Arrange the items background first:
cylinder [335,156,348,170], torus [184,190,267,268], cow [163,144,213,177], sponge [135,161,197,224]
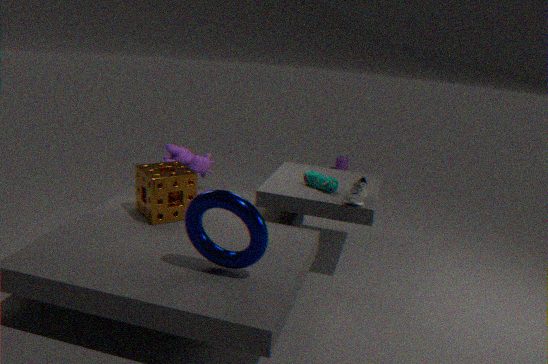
1. cylinder [335,156,348,170]
2. cow [163,144,213,177]
3. sponge [135,161,197,224]
4. torus [184,190,267,268]
